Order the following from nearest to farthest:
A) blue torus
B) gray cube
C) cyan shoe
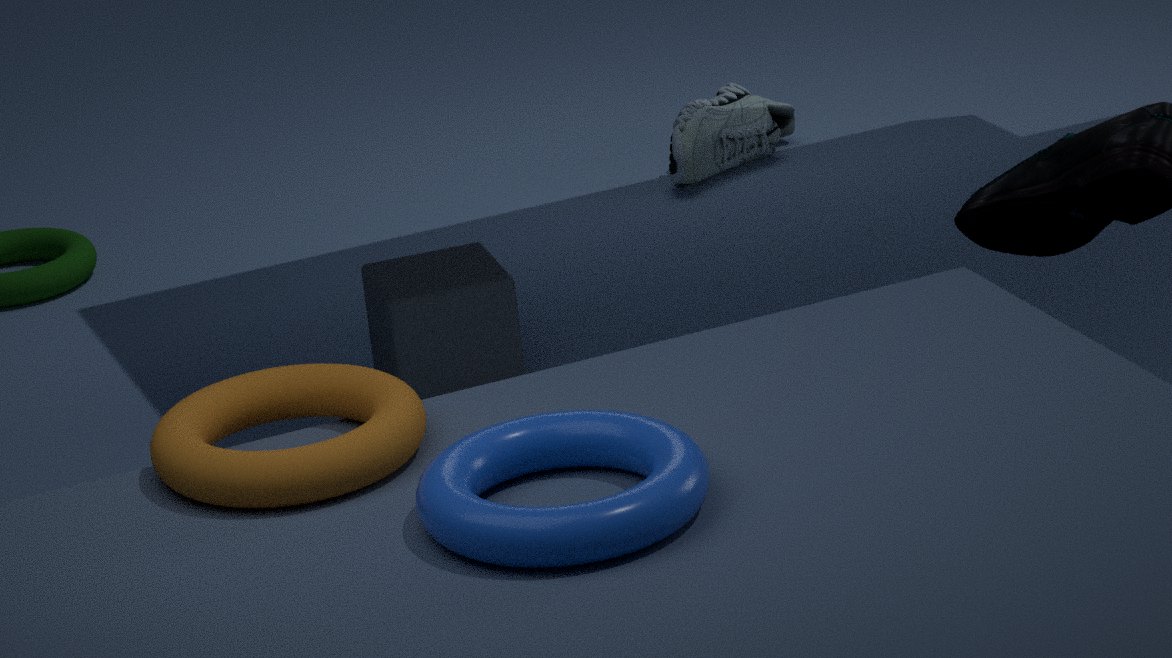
blue torus
gray cube
cyan shoe
